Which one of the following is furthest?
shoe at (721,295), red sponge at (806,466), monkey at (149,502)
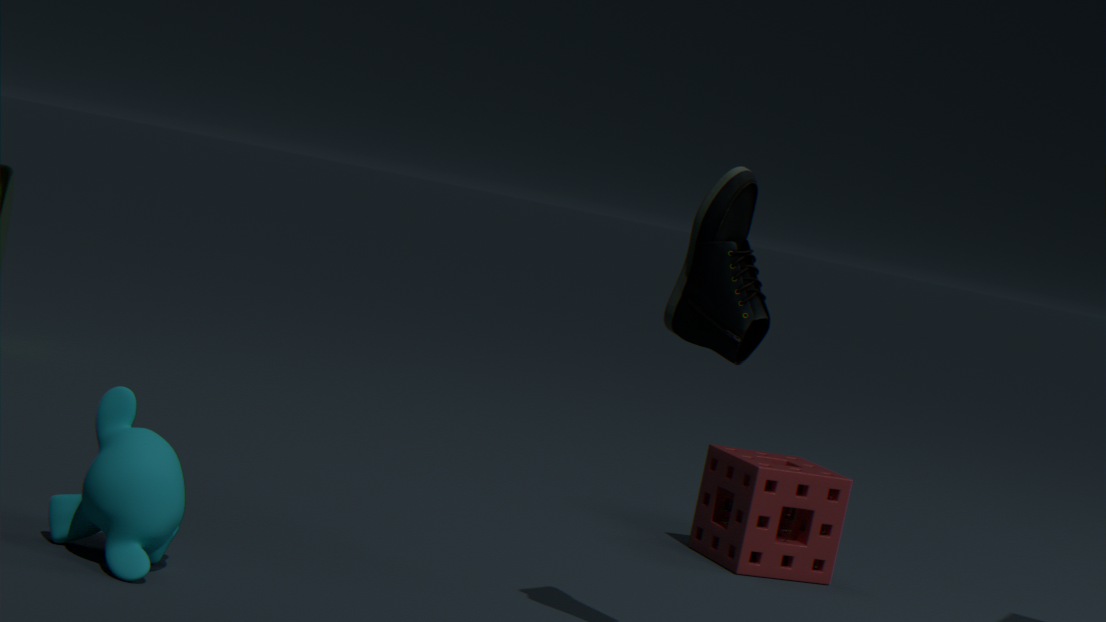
red sponge at (806,466)
